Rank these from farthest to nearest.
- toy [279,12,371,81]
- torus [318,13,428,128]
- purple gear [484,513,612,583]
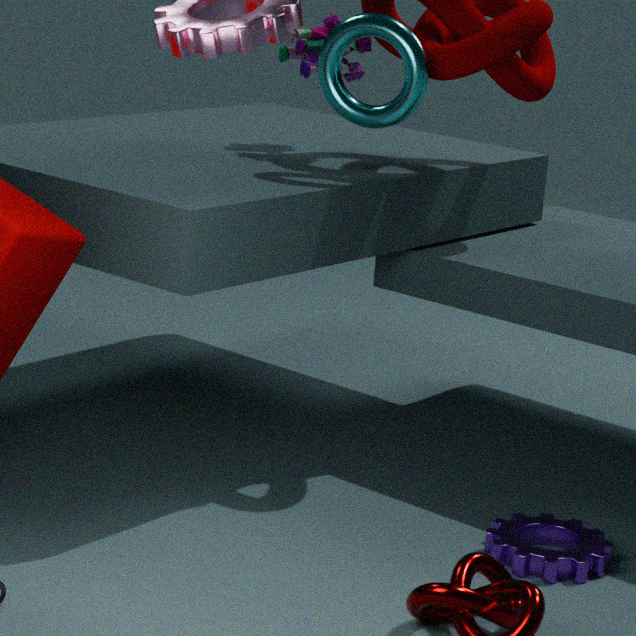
1. toy [279,12,371,81]
2. torus [318,13,428,128]
3. purple gear [484,513,612,583]
